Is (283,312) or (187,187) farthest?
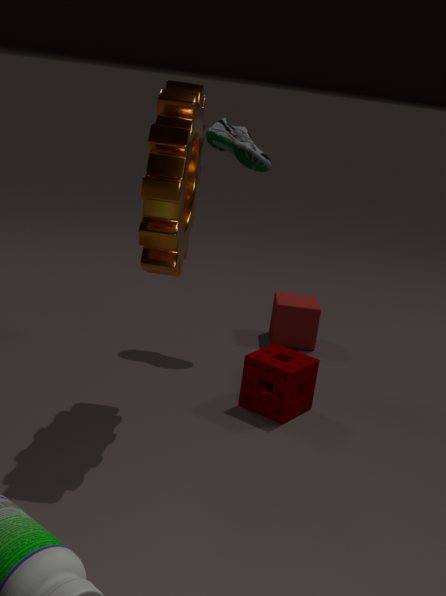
(283,312)
